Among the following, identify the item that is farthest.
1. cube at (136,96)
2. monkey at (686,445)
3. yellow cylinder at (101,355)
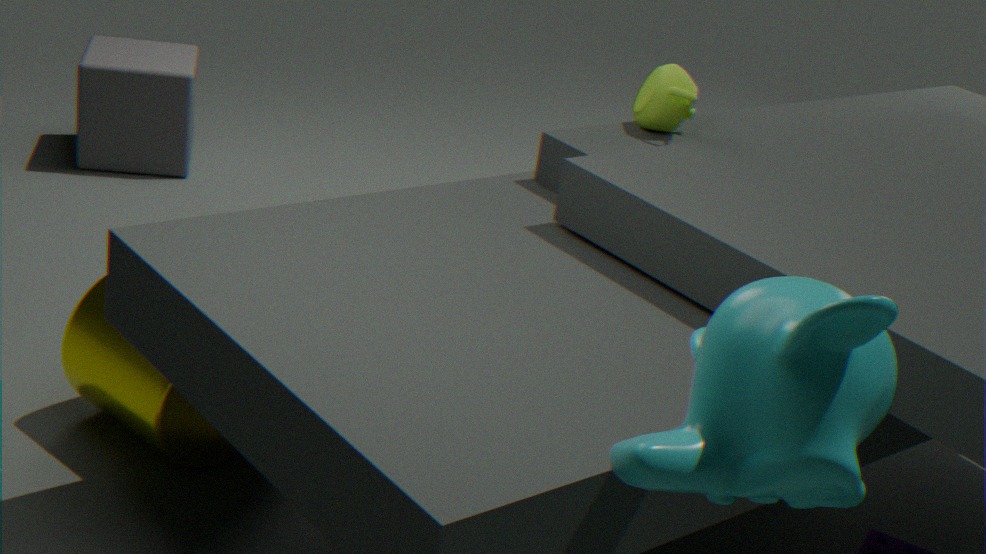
cube at (136,96)
